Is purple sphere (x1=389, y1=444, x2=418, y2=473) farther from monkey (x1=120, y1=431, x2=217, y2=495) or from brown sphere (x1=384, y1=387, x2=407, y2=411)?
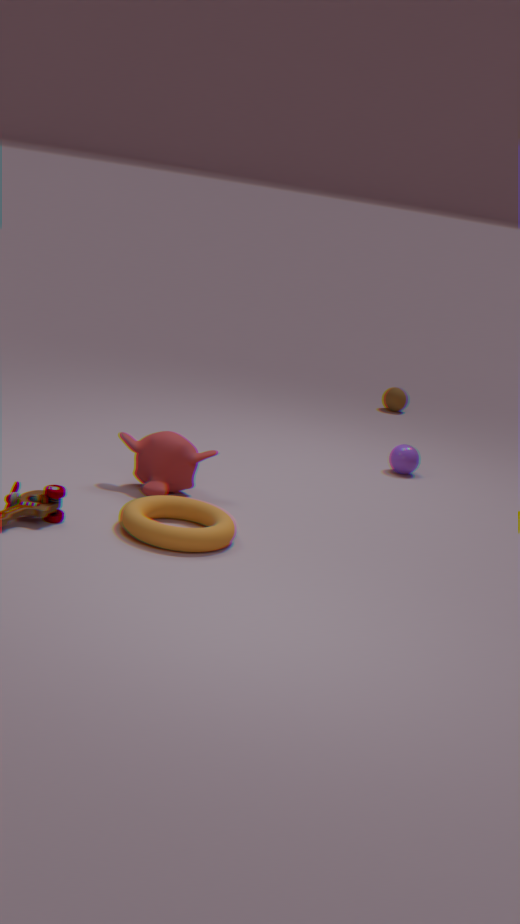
brown sphere (x1=384, y1=387, x2=407, y2=411)
